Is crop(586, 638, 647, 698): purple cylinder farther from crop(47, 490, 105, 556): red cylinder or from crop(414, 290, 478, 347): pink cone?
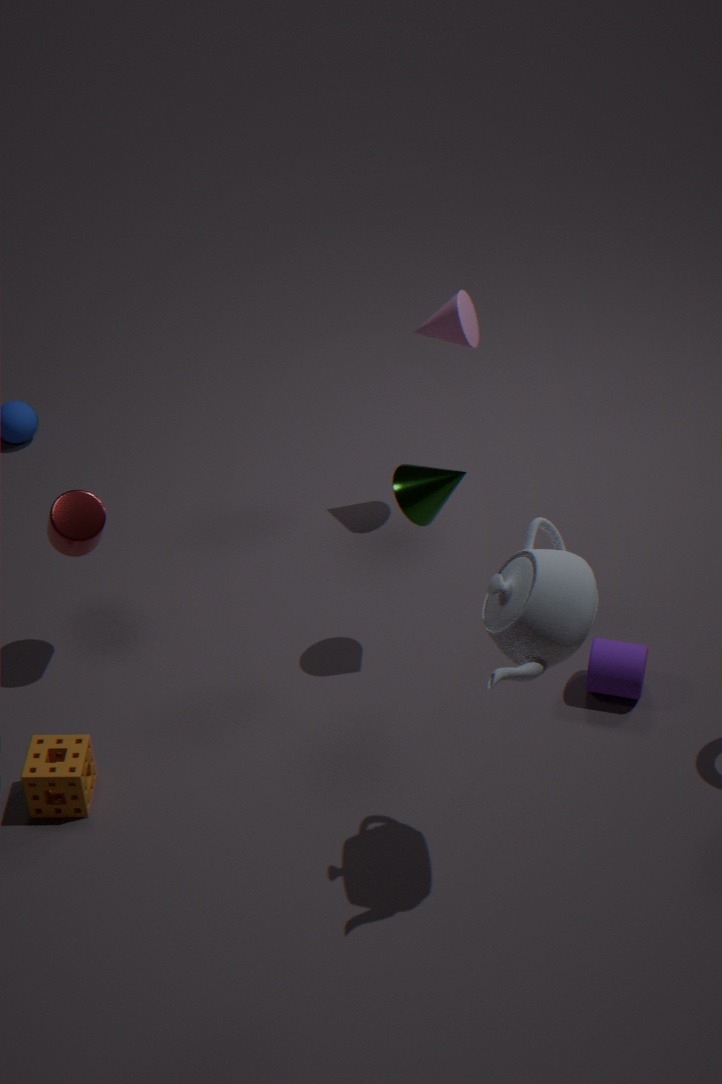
crop(47, 490, 105, 556): red cylinder
